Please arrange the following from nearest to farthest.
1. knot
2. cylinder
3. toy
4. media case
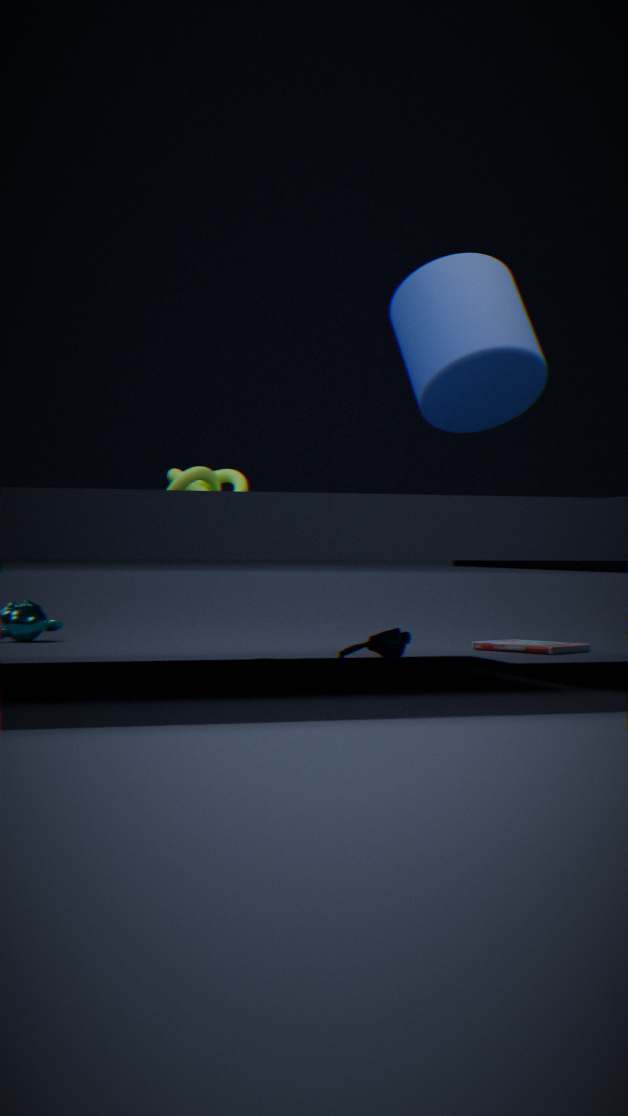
cylinder
knot
toy
media case
